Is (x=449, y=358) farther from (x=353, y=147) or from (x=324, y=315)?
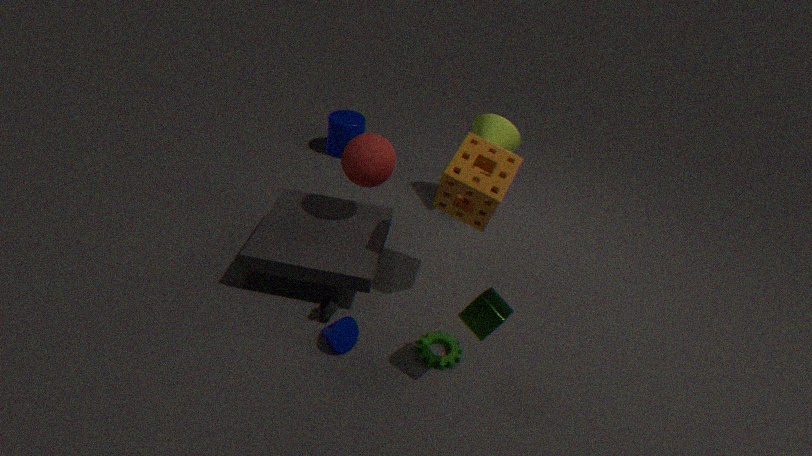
(x=353, y=147)
